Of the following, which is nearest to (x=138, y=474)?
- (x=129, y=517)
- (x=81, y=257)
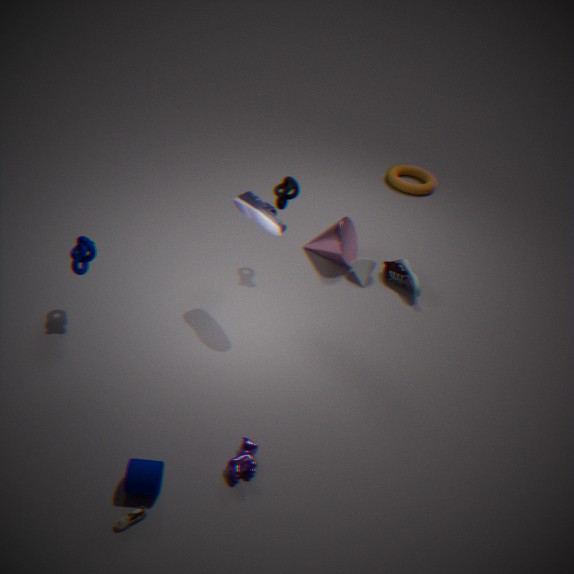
(x=129, y=517)
